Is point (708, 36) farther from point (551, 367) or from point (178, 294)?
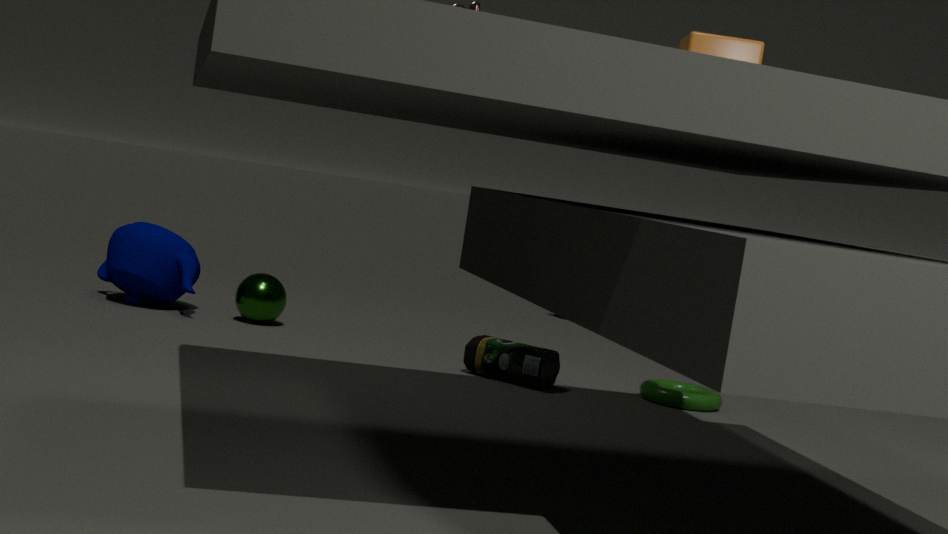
point (178, 294)
